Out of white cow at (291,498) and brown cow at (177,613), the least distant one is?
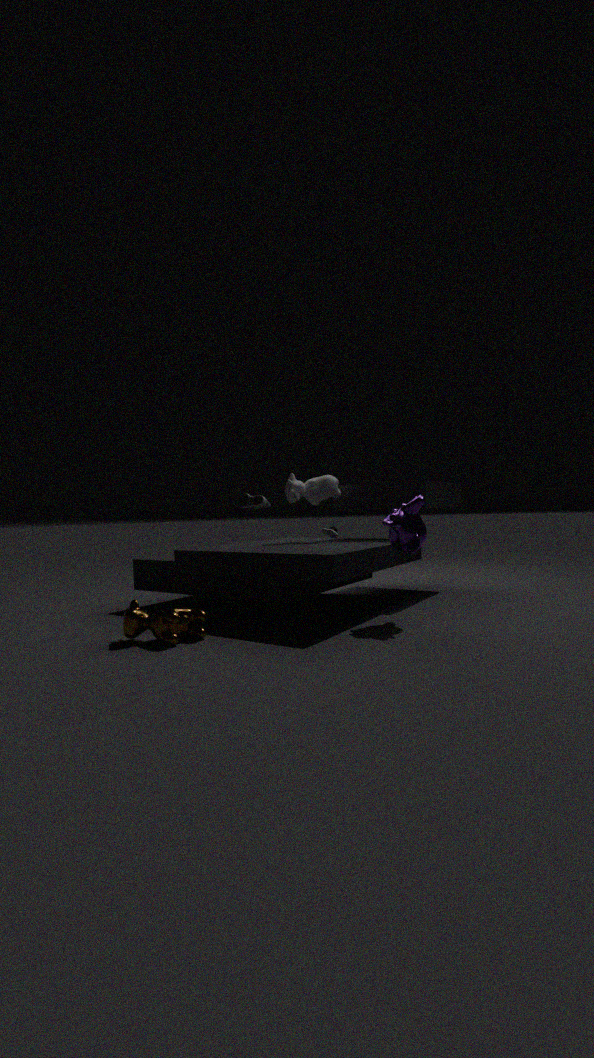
brown cow at (177,613)
